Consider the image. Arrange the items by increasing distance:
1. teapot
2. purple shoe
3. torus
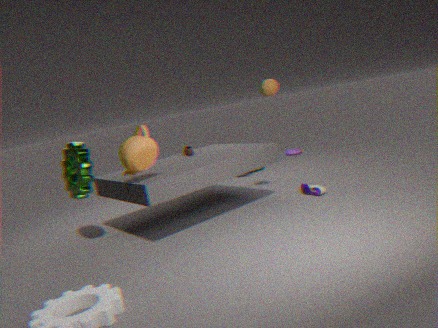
1. teapot
2. purple shoe
3. torus
